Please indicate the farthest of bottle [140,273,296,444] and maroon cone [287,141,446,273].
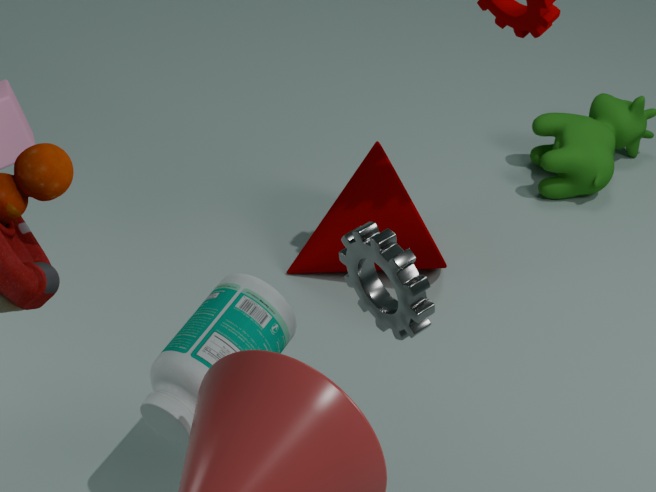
maroon cone [287,141,446,273]
